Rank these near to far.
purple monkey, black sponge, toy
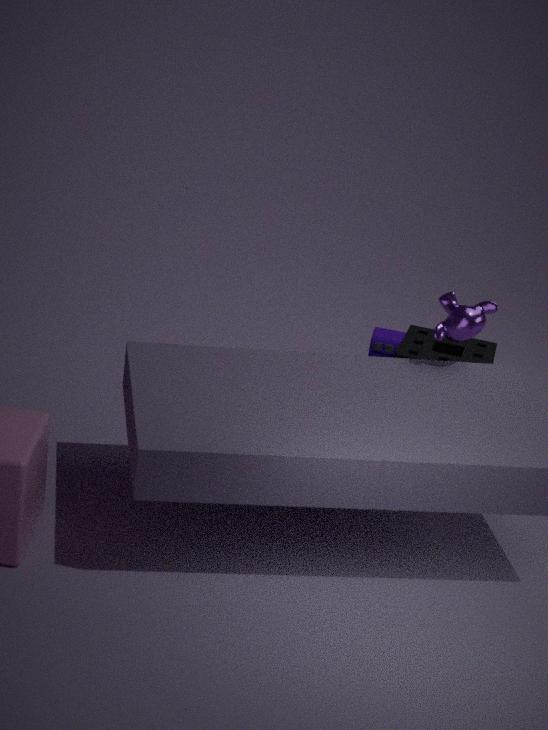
purple monkey → black sponge → toy
